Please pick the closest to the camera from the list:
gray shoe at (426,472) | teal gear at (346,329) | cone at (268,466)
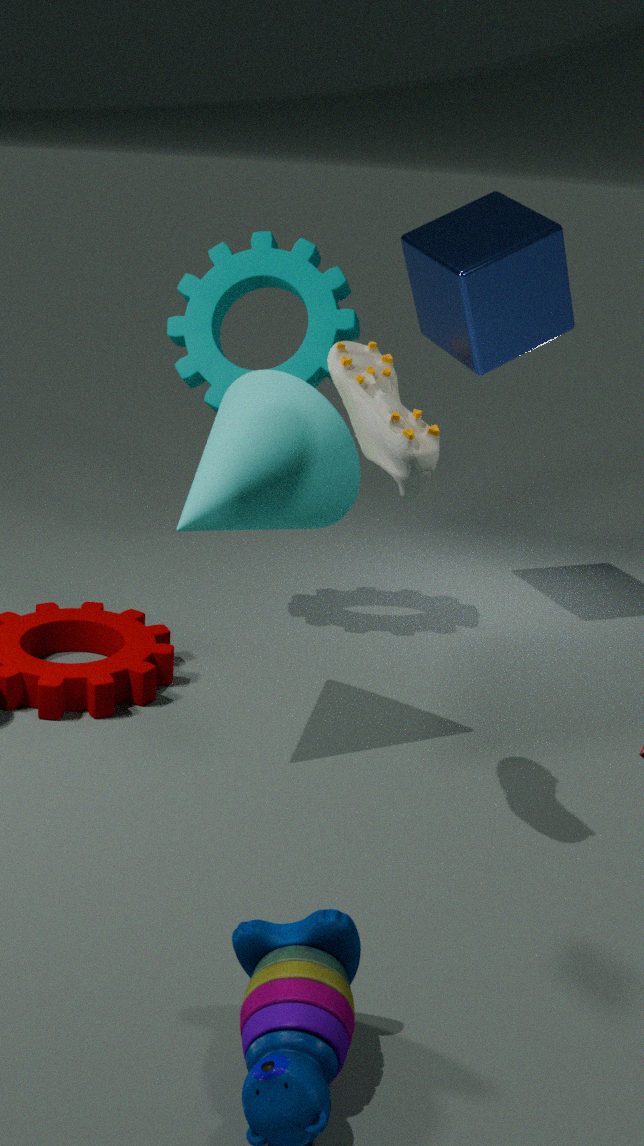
gray shoe at (426,472)
